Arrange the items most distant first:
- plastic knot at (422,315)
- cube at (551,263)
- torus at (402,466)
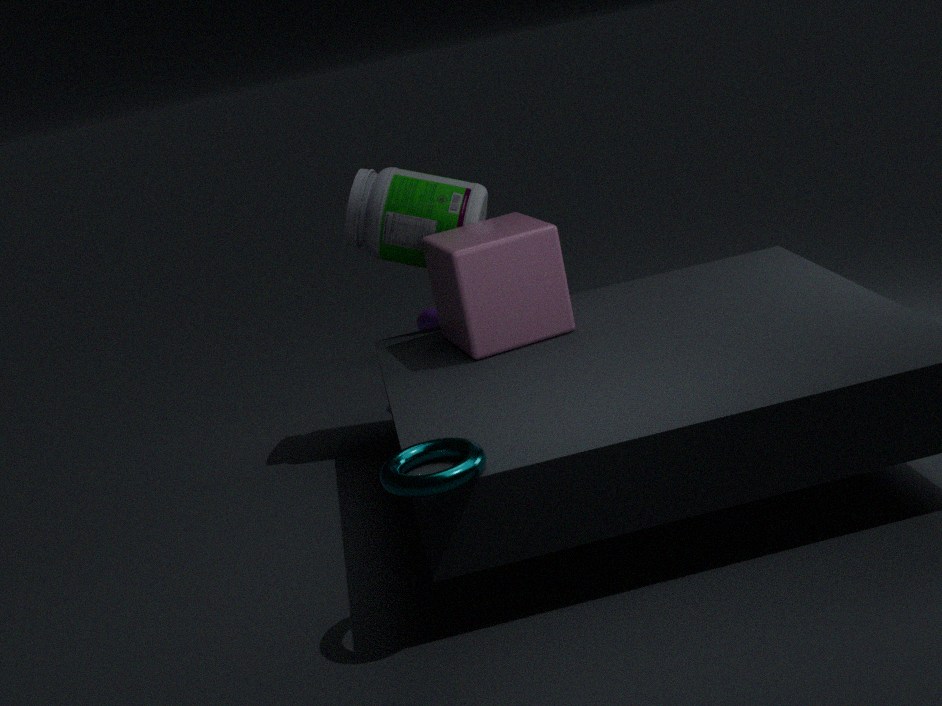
plastic knot at (422,315) < cube at (551,263) < torus at (402,466)
